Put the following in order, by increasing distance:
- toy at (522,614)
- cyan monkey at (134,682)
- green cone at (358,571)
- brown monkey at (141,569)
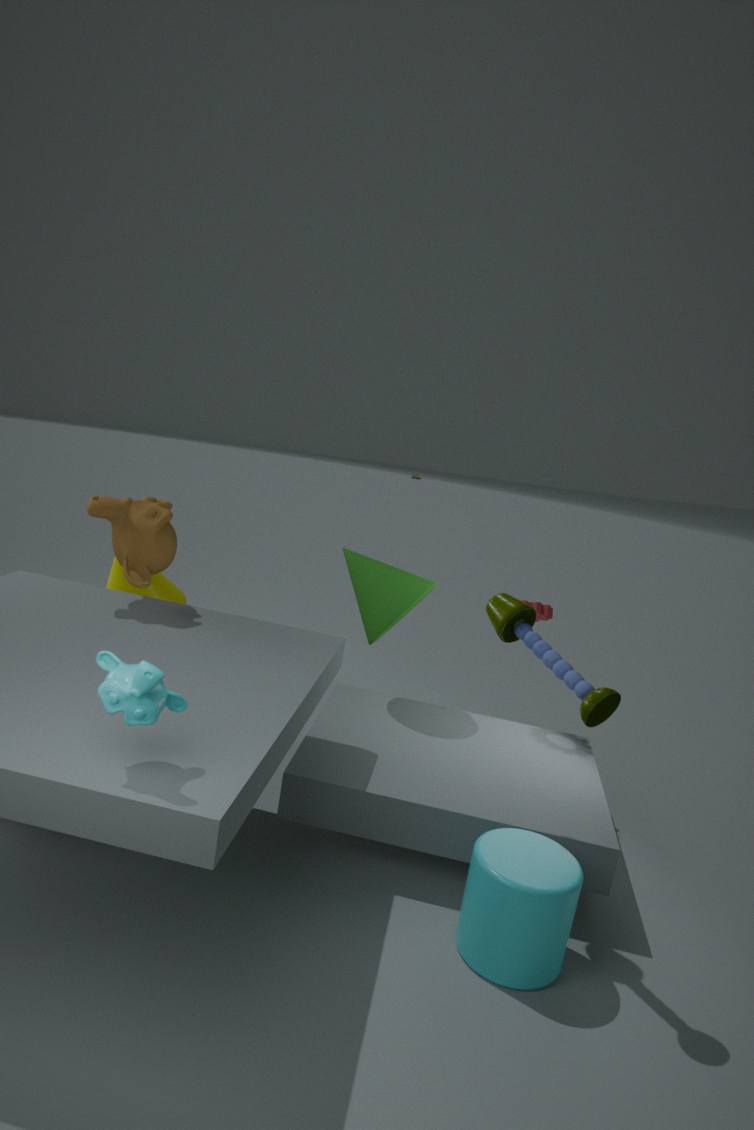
cyan monkey at (134,682), toy at (522,614), brown monkey at (141,569), green cone at (358,571)
